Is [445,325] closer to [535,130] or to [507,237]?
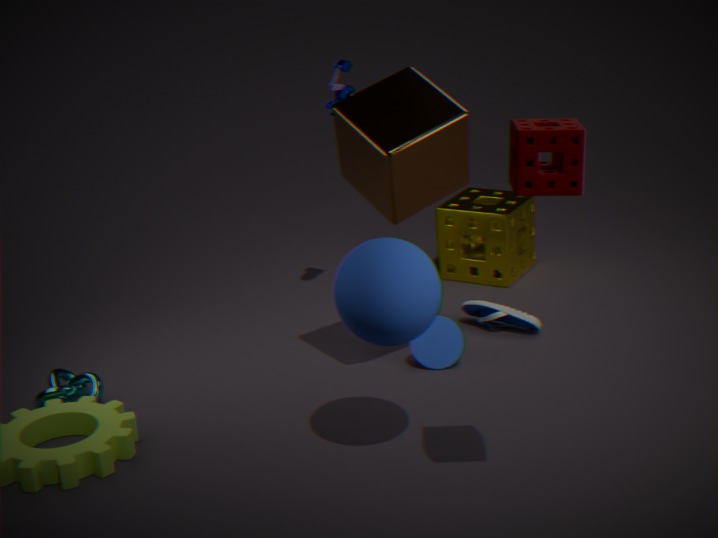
[507,237]
